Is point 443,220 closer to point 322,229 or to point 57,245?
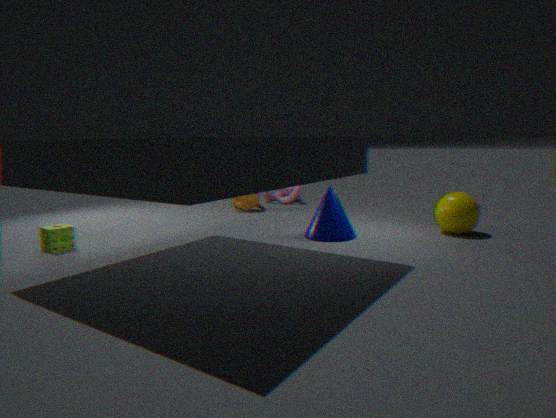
point 322,229
